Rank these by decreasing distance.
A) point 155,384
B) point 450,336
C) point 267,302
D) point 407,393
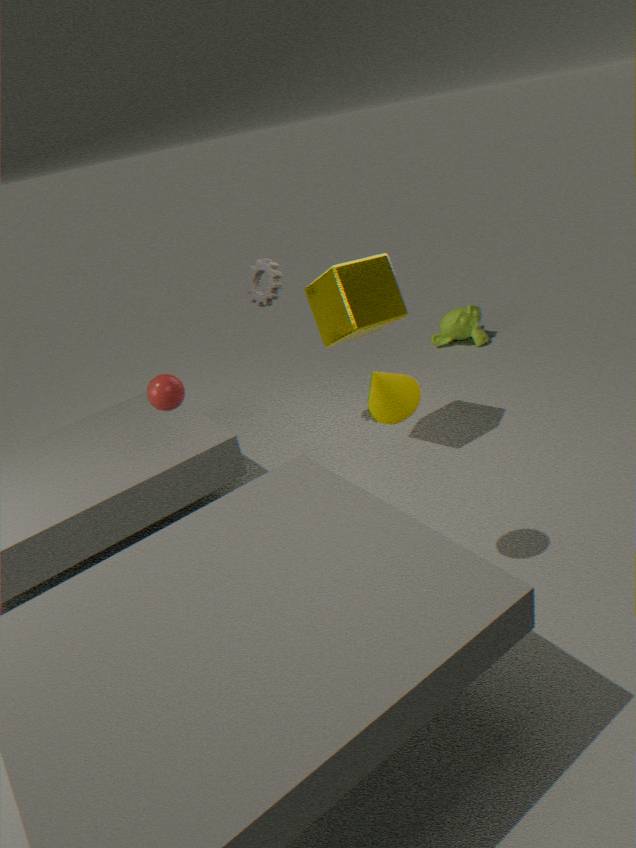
point 450,336 < point 267,302 < point 155,384 < point 407,393
